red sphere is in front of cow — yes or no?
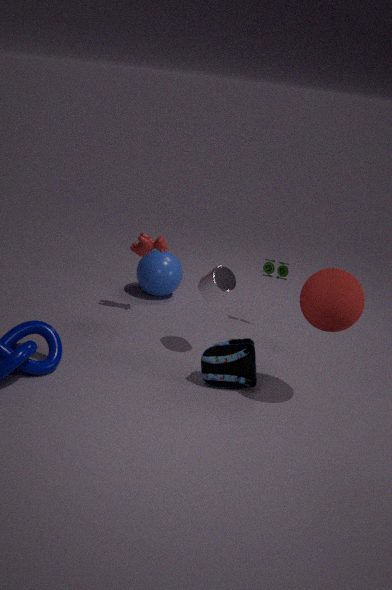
Yes
